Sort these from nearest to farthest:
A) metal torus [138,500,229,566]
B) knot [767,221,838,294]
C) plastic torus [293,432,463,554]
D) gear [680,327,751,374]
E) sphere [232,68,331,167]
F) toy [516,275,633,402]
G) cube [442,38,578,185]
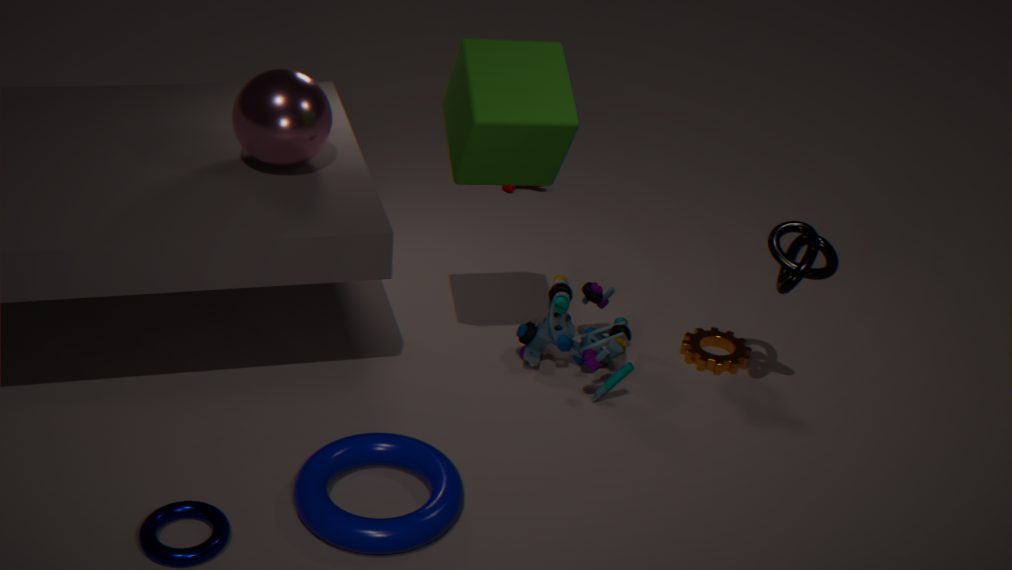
1. metal torus [138,500,229,566]
2. plastic torus [293,432,463,554]
3. cube [442,38,578,185]
4. knot [767,221,838,294]
5. sphere [232,68,331,167]
6. toy [516,275,633,402]
7. gear [680,327,751,374]
